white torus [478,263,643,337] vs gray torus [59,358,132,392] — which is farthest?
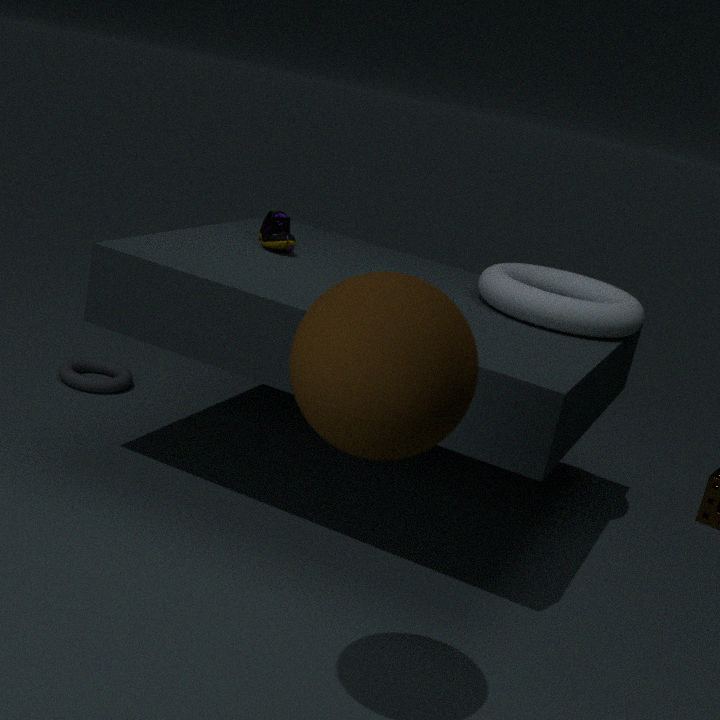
gray torus [59,358,132,392]
